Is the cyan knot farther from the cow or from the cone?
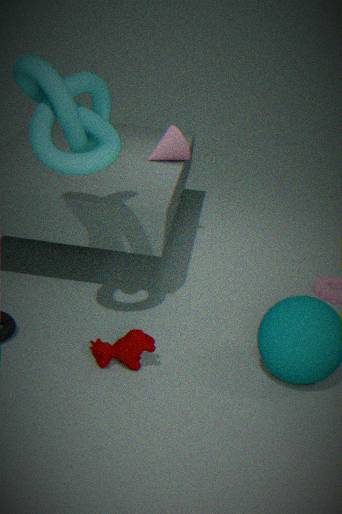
the cone
